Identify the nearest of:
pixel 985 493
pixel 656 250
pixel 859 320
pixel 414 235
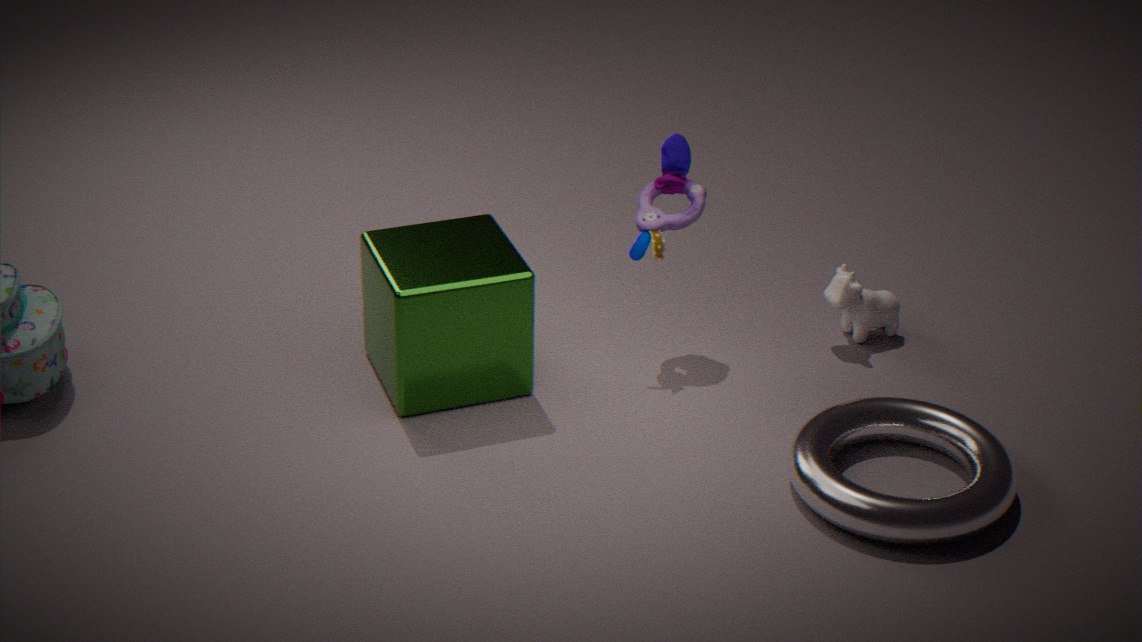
pixel 985 493
